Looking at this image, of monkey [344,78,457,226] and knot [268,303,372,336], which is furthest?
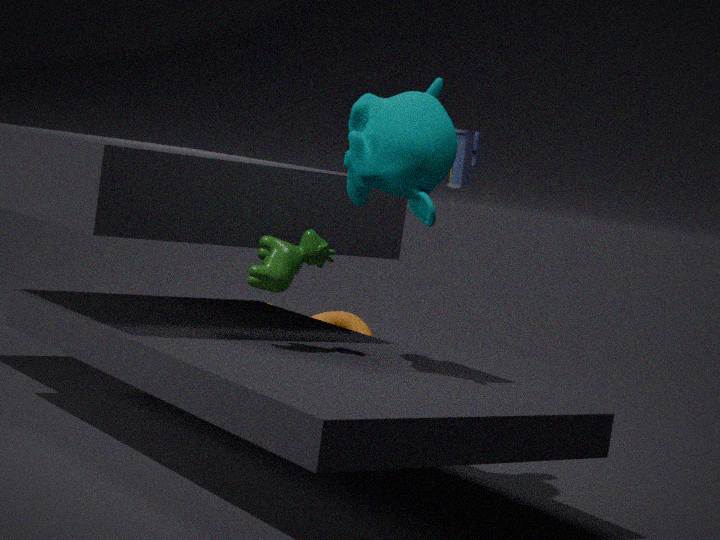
knot [268,303,372,336]
